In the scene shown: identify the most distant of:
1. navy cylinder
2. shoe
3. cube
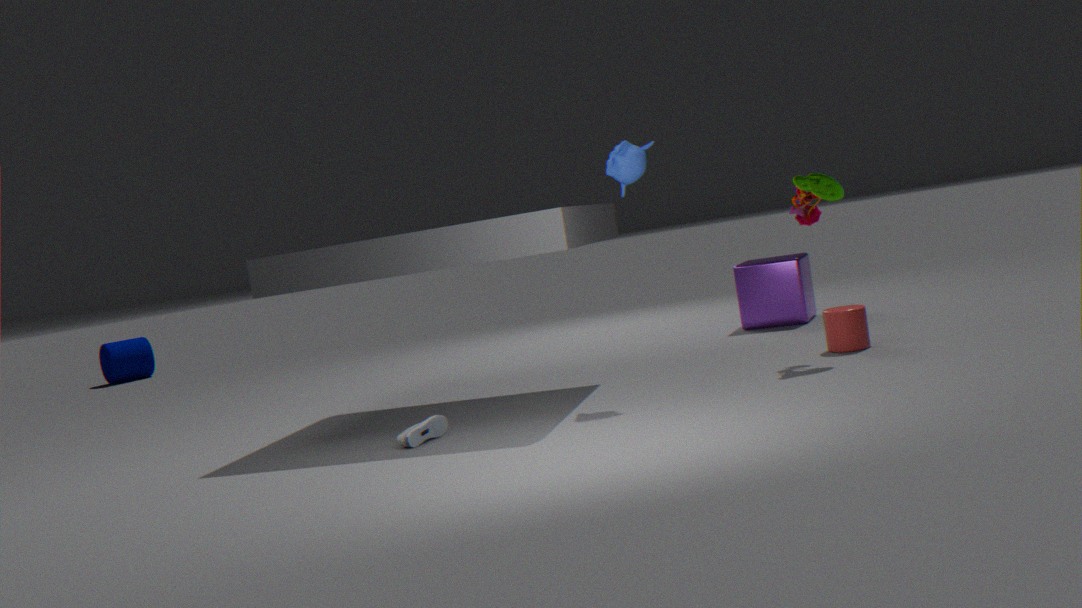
navy cylinder
